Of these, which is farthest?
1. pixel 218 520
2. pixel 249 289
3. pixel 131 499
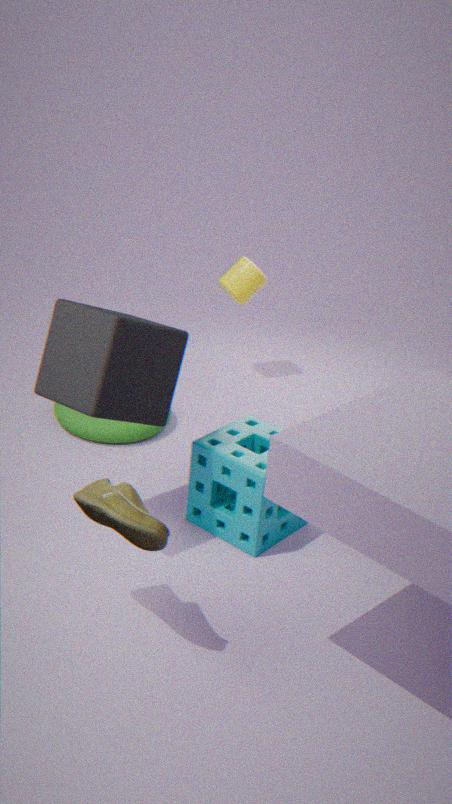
pixel 249 289
